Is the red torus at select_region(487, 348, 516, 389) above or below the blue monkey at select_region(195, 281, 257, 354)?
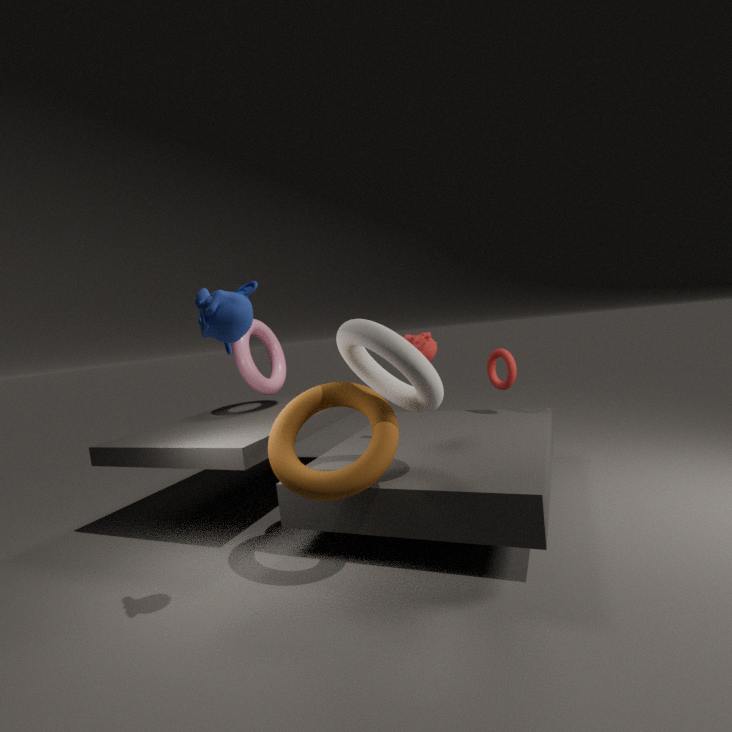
below
